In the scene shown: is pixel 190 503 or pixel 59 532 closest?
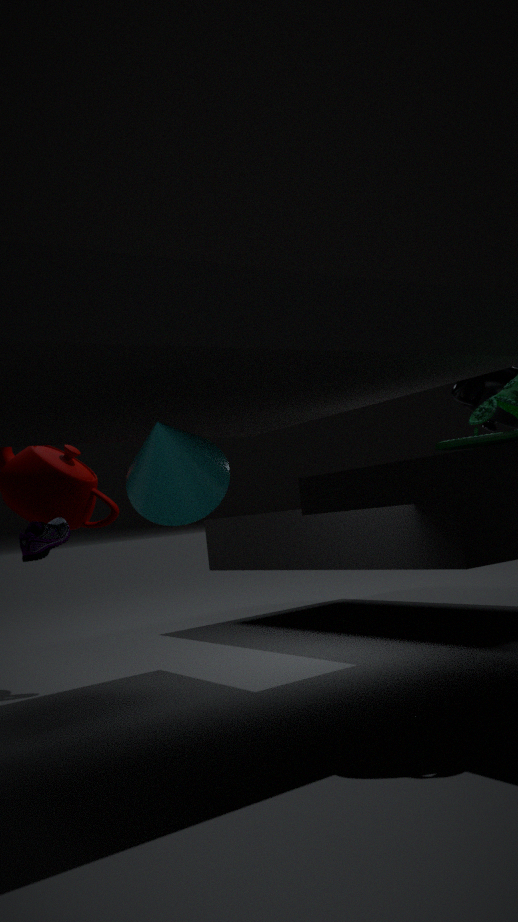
pixel 190 503
